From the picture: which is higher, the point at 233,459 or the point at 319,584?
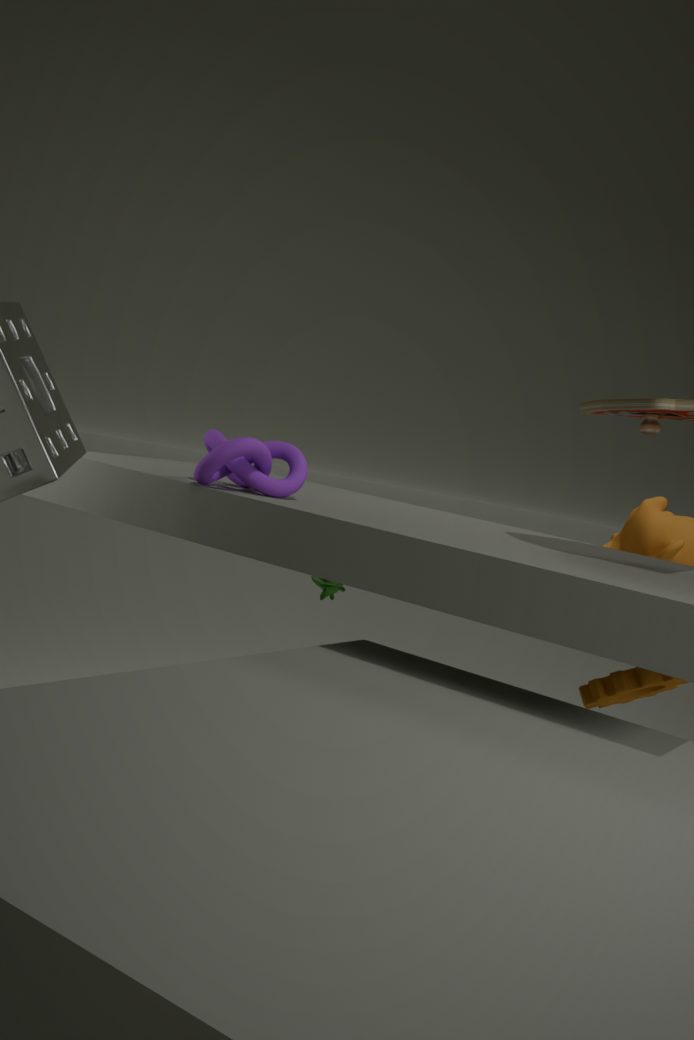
the point at 233,459
